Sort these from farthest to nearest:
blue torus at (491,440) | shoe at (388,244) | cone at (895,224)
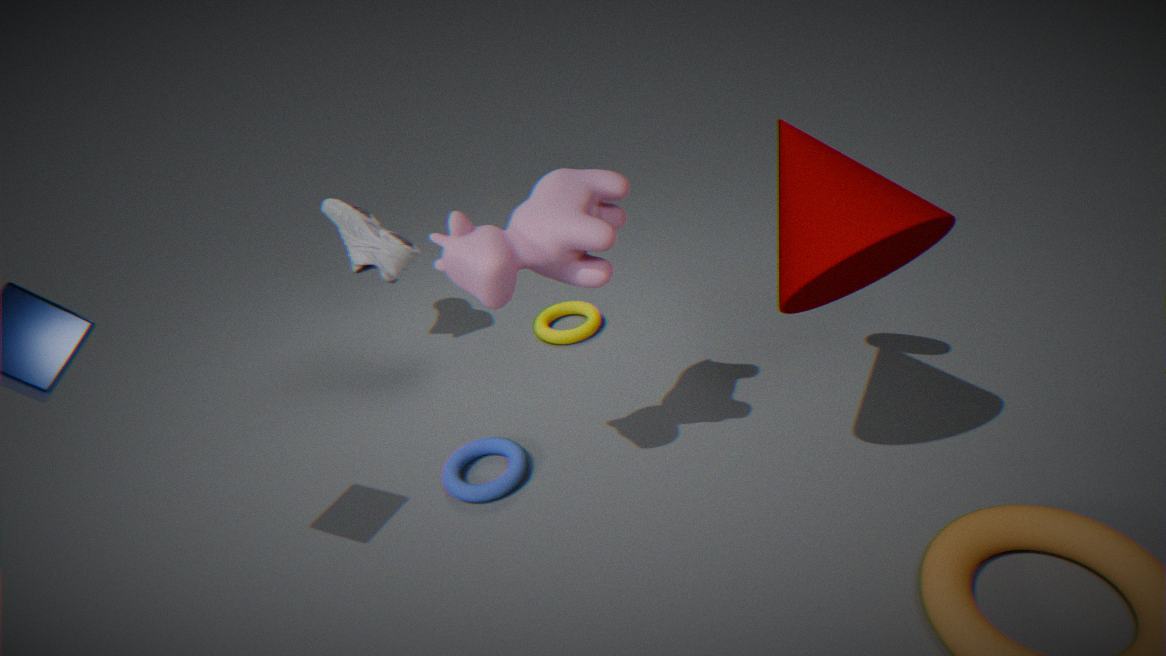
shoe at (388,244) → blue torus at (491,440) → cone at (895,224)
